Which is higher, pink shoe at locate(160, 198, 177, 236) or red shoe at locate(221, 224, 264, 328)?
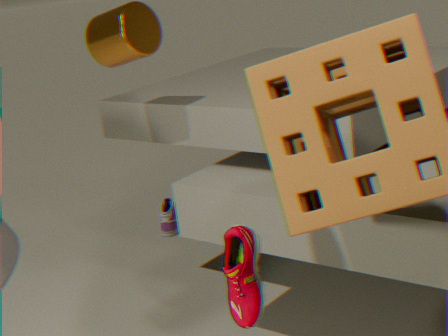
red shoe at locate(221, 224, 264, 328)
